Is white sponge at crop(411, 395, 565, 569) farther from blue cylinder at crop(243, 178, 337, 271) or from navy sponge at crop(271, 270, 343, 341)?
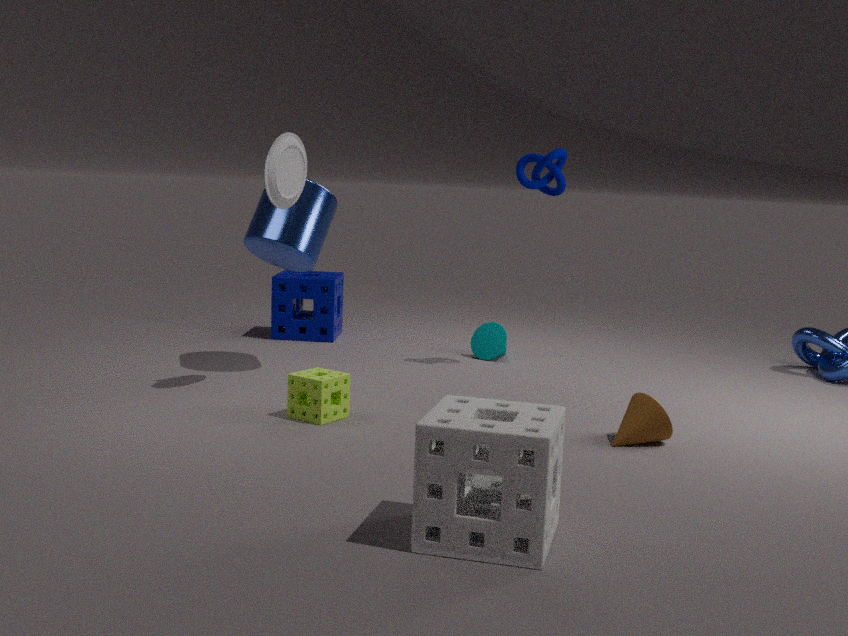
navy sponge at crop(271, 270, 343, 341)
